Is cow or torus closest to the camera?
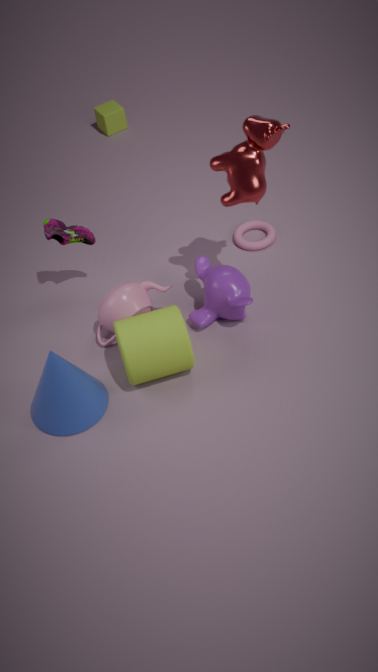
cow
